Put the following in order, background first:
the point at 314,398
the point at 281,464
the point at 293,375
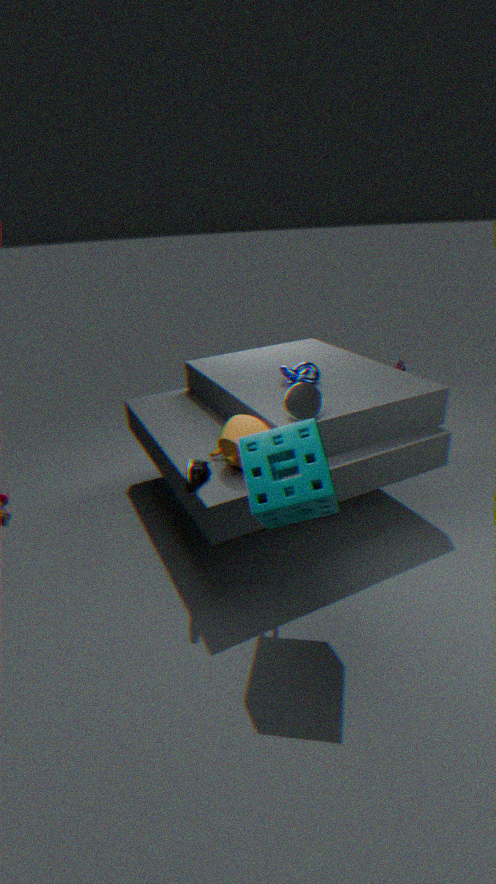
the point at 293,375, the point at 314,398, the point at 281,464
